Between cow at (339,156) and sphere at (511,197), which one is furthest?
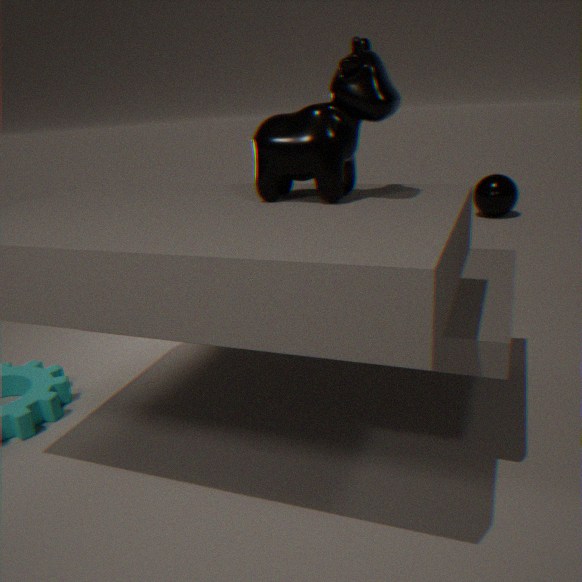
sphere at (511,197)
